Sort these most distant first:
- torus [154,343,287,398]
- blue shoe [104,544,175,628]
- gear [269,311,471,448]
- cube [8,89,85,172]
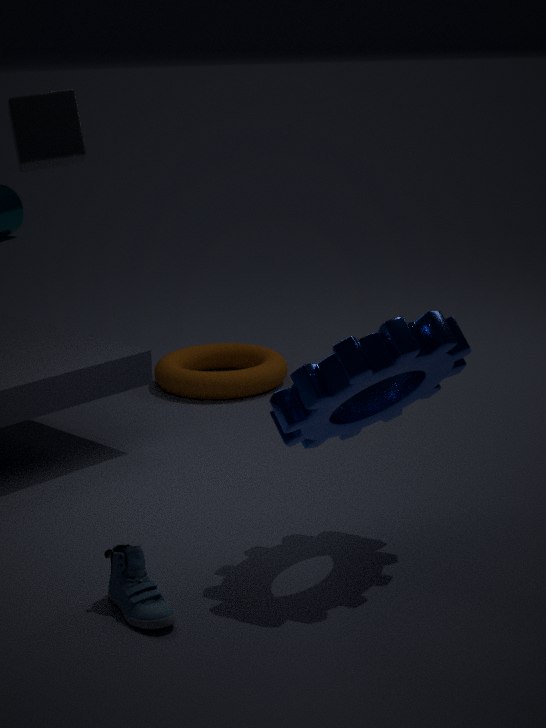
torus [154,343,287,398], cube [8,89,85,172], gear [269,311,471,448], blue shoe [104,544,175,628]
